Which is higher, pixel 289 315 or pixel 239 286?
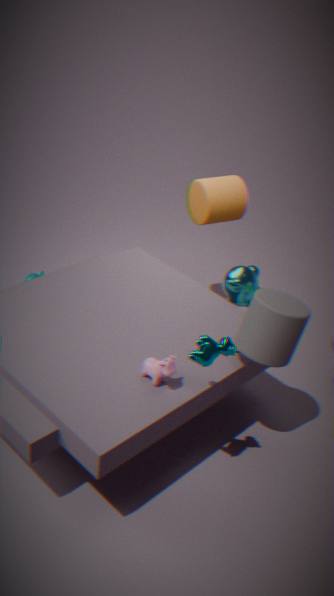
pixel 289 315
